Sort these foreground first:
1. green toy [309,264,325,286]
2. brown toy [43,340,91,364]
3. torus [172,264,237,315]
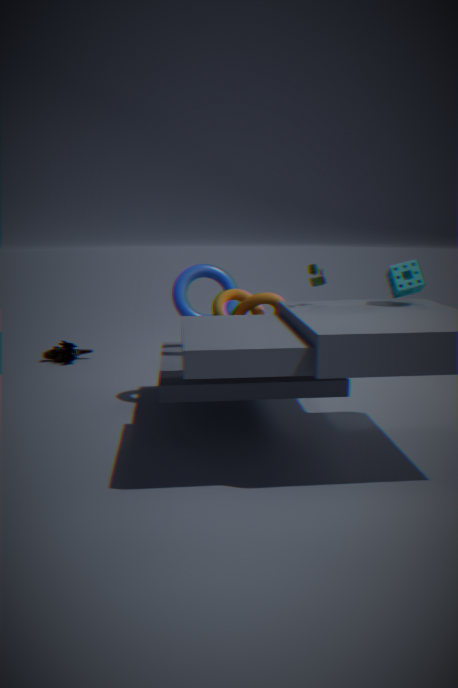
1. green toy [309,264,325,286]
2. torus [172,264,237,315]
3. brown toy [43,340,91,364]
